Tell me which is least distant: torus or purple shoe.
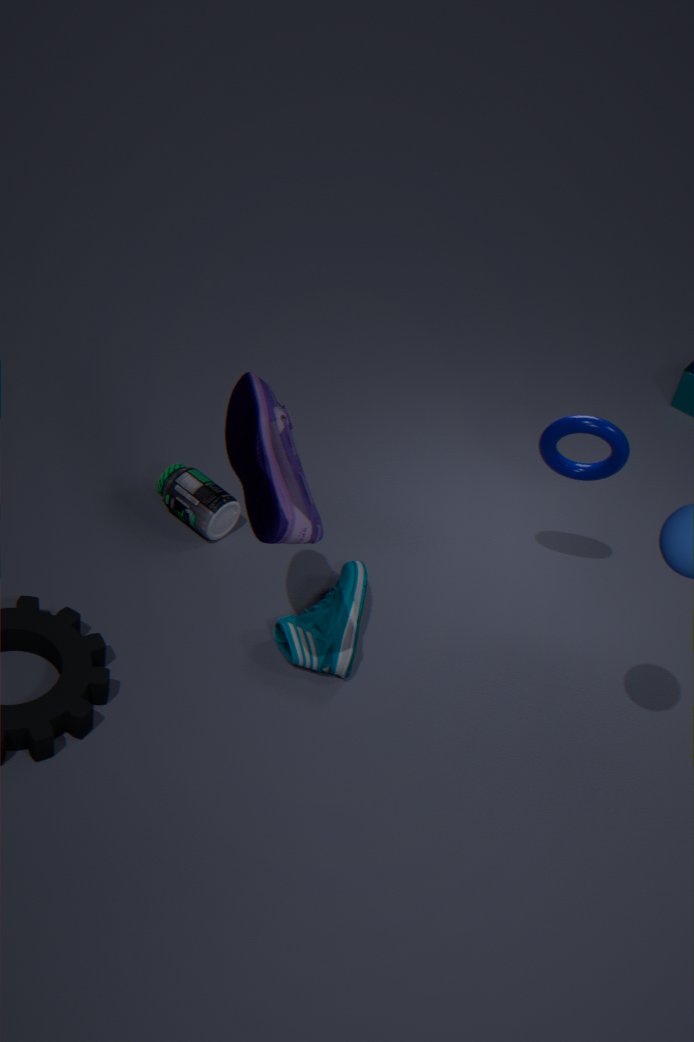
purple shoe
